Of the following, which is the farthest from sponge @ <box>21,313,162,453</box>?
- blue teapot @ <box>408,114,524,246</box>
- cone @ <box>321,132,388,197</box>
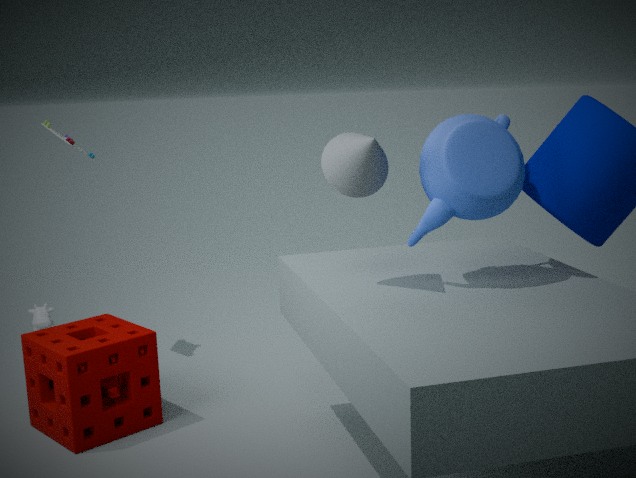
blue teapot @ <box>408,114,524,246</box>
